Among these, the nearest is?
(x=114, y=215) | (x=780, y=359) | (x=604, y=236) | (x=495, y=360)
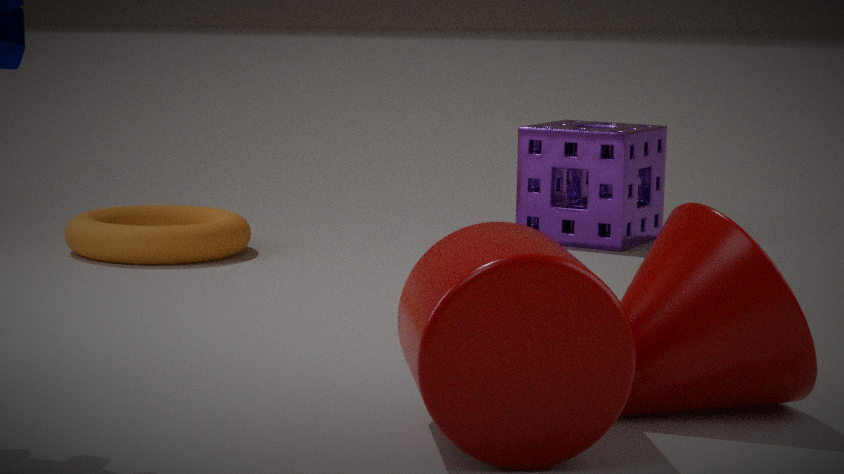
(x=495, y=360)
